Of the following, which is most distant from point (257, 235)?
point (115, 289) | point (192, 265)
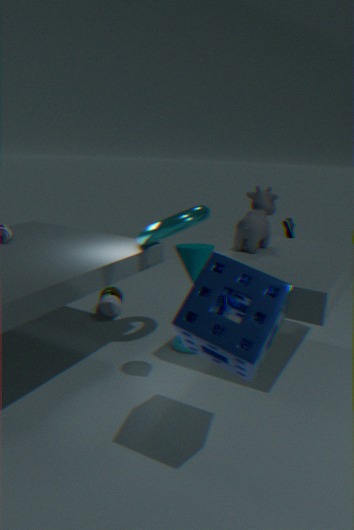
point (115, 289)
